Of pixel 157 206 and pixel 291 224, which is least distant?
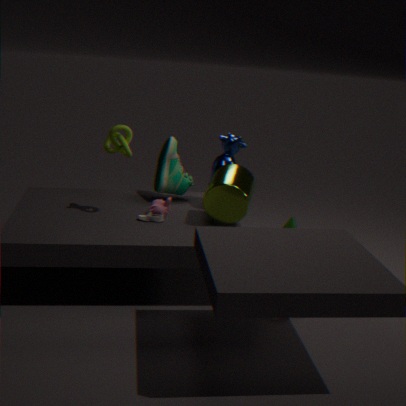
pixel 157 206
